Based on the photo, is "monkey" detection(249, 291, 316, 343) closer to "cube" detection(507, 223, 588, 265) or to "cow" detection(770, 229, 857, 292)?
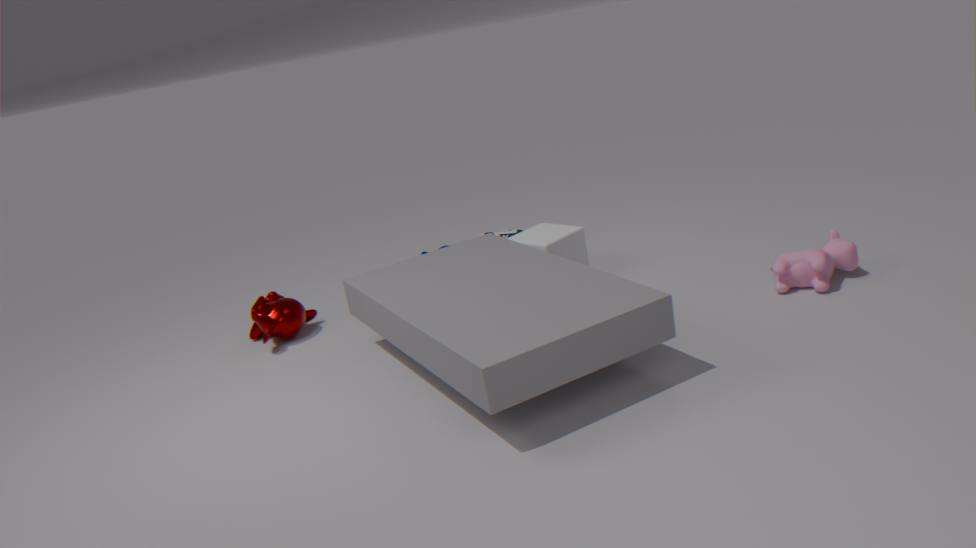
"cube" detection(507, 223, 588, 265)
